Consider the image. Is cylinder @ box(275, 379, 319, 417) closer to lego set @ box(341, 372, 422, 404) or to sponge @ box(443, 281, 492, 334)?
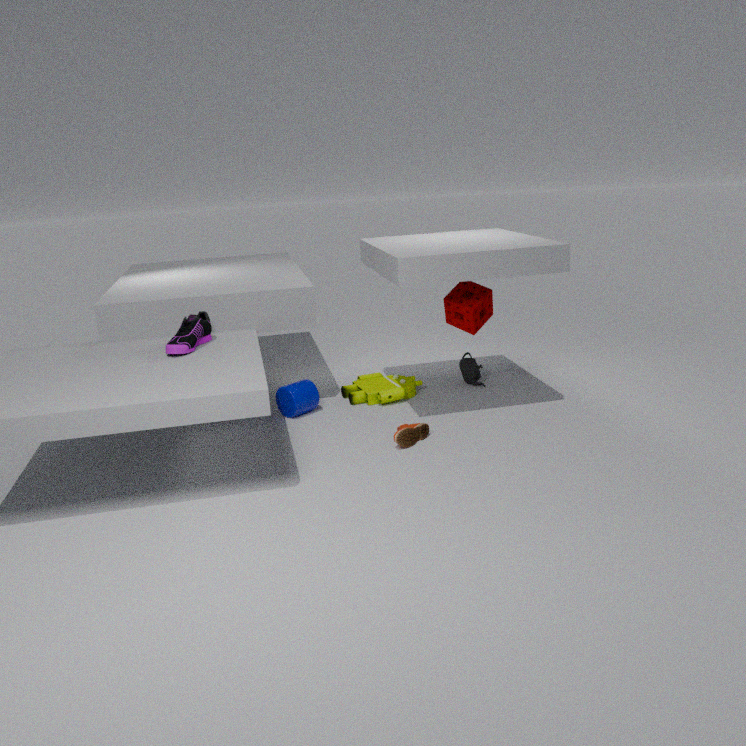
lego set @ box(341, 372, 422, 404)
